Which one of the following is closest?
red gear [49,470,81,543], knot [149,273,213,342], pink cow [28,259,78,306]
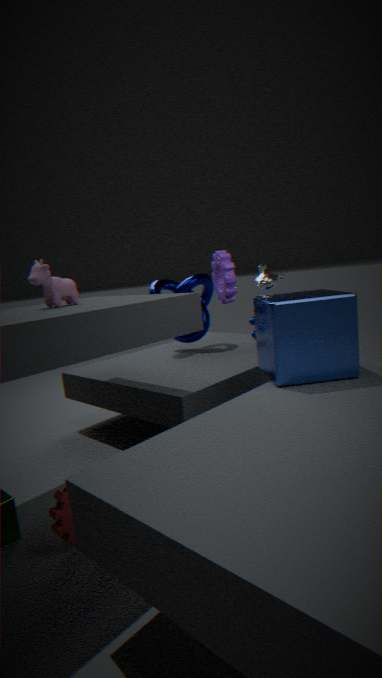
red gear [49,470,81,543]
